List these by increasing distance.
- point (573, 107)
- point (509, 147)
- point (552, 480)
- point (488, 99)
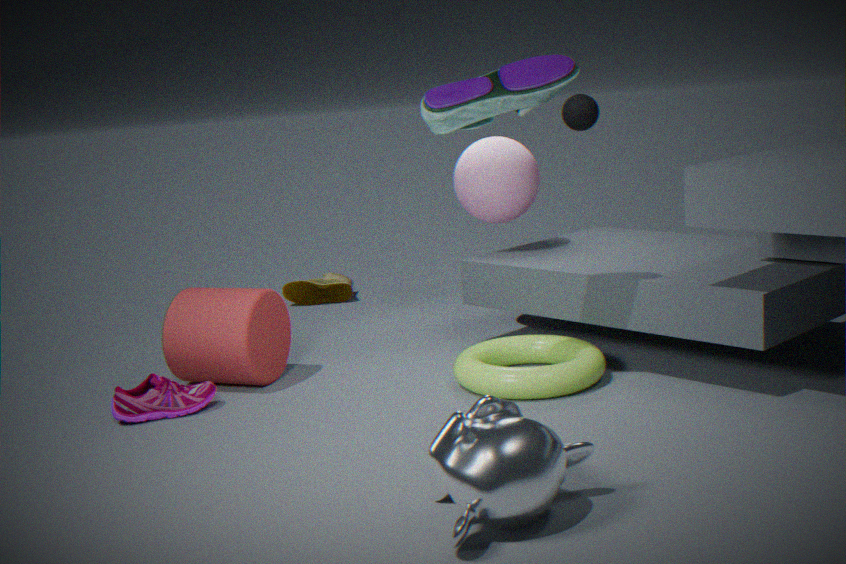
point (552, 480) → point (488, 99) → point (509, 147) → point (573, 107)
